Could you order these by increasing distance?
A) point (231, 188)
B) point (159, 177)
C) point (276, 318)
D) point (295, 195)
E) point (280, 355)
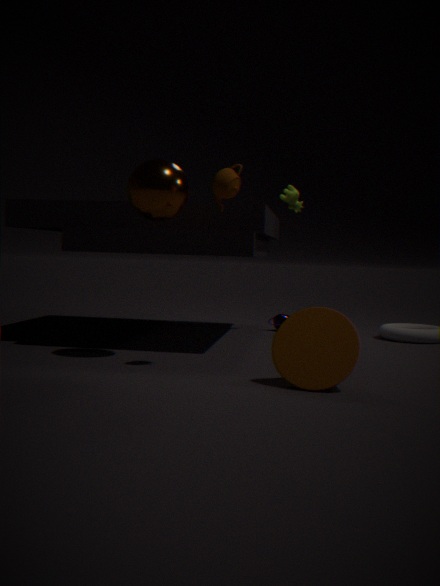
point (280, 355) → point (231, 188) → point (159, 177) → point (295, 195) → point (276, 318)
